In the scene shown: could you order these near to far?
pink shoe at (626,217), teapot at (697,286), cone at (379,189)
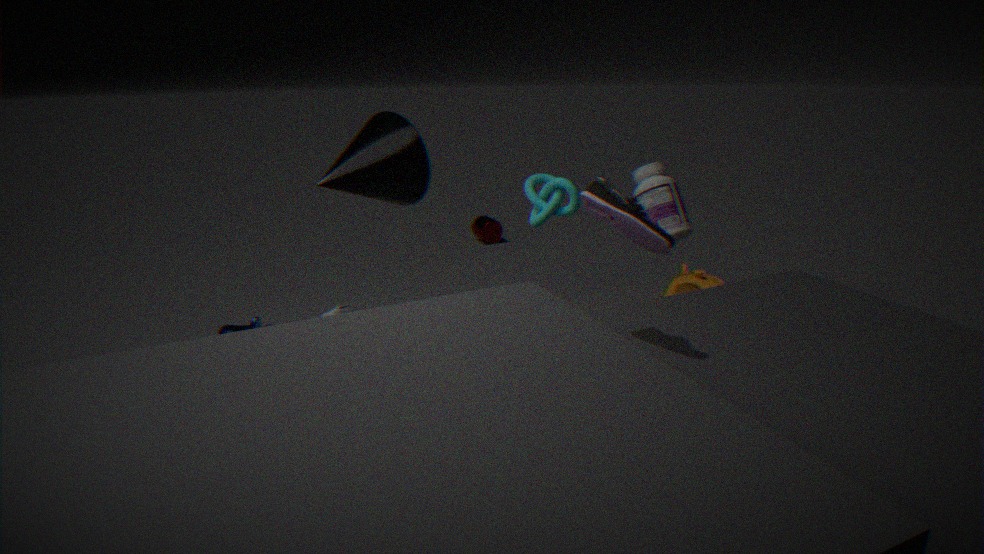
1. pink shoe at (626,217)
2. cone at (379,189)
3. teapot at (697,286)
